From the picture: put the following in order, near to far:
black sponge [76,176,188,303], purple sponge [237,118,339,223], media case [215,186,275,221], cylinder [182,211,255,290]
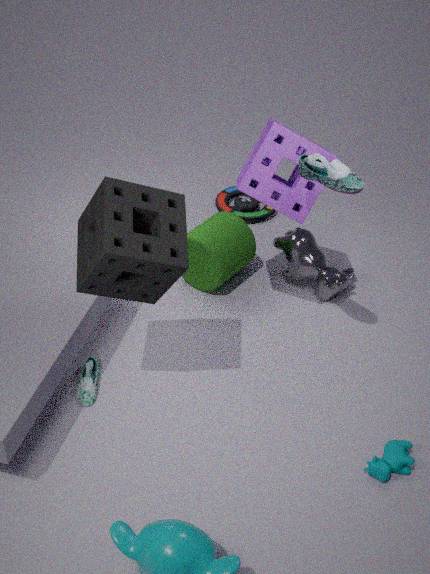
black sponge [76,176,188,303] → purple sponge [237,118,339,223] → cylinder [182,211,255,290] → media case [215,186,275,221]
